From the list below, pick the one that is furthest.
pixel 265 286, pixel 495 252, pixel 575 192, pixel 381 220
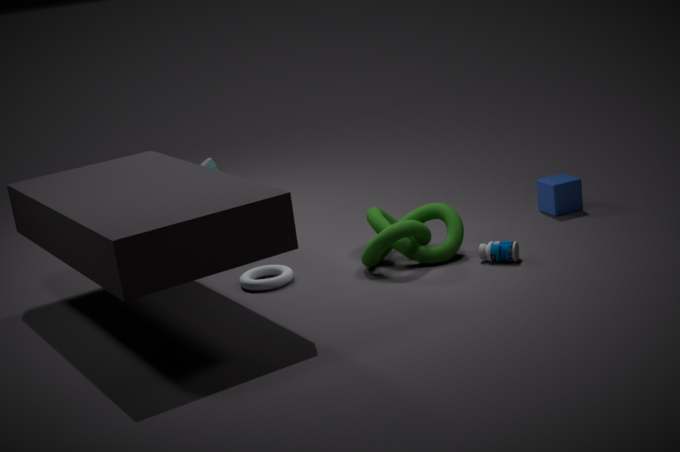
pixel 575 192
